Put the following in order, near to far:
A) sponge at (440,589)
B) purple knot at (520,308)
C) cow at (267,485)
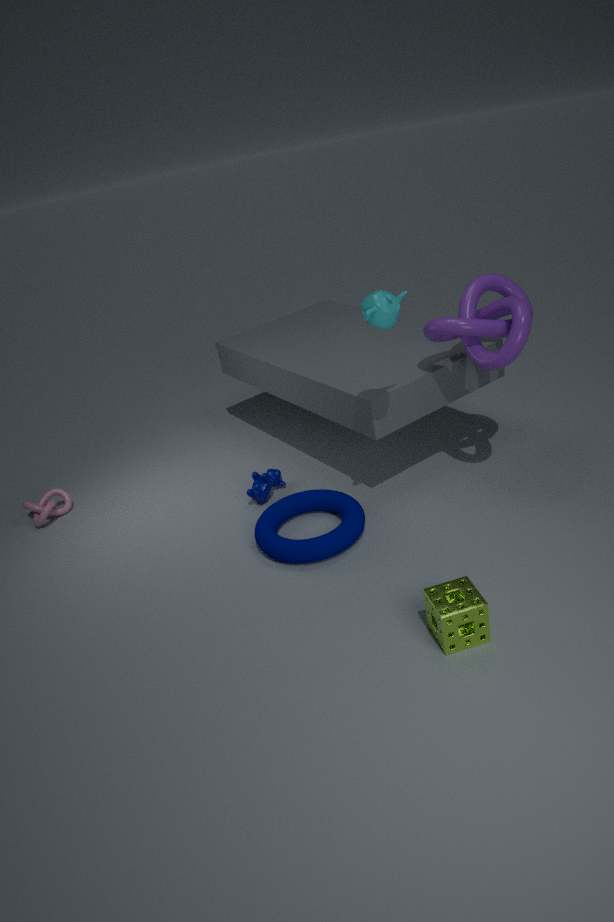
sponge at (440,589), purple knot at (520,308), cow at (267,485)
